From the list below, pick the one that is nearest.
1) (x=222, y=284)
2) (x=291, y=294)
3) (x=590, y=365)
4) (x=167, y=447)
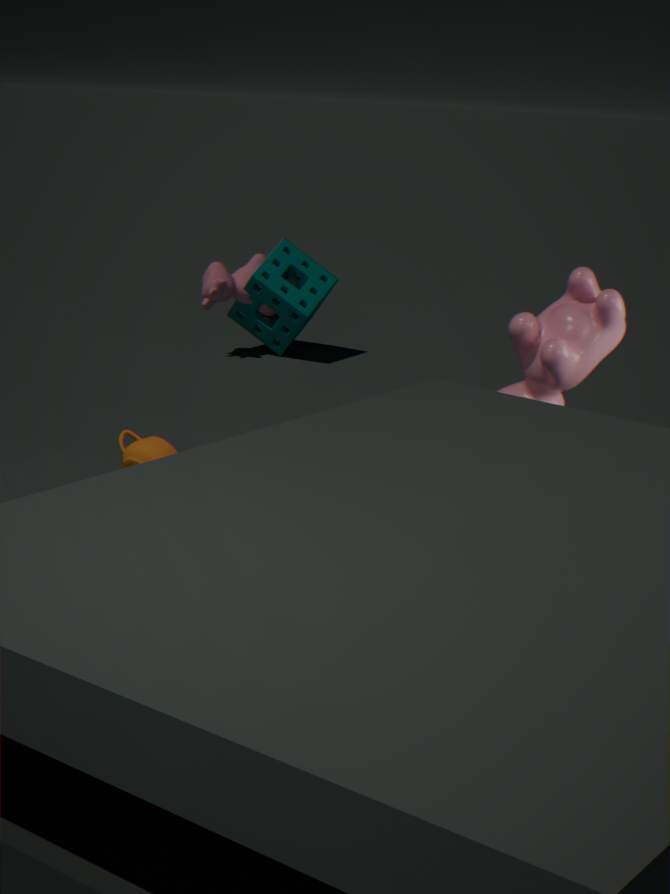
4. (x=167, y=447)
